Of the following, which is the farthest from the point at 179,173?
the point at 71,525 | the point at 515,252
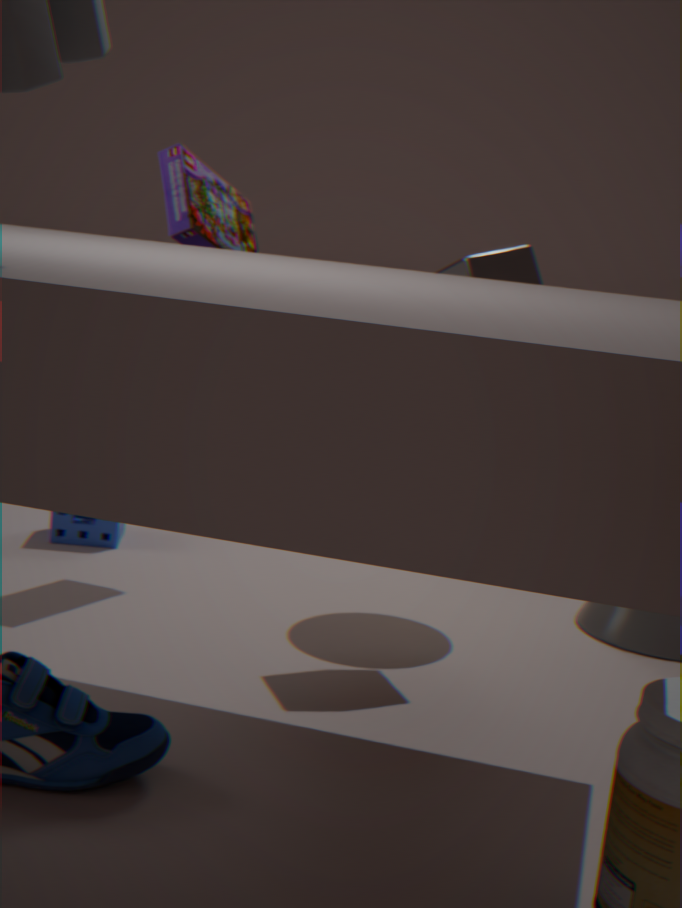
the point at 71,525
